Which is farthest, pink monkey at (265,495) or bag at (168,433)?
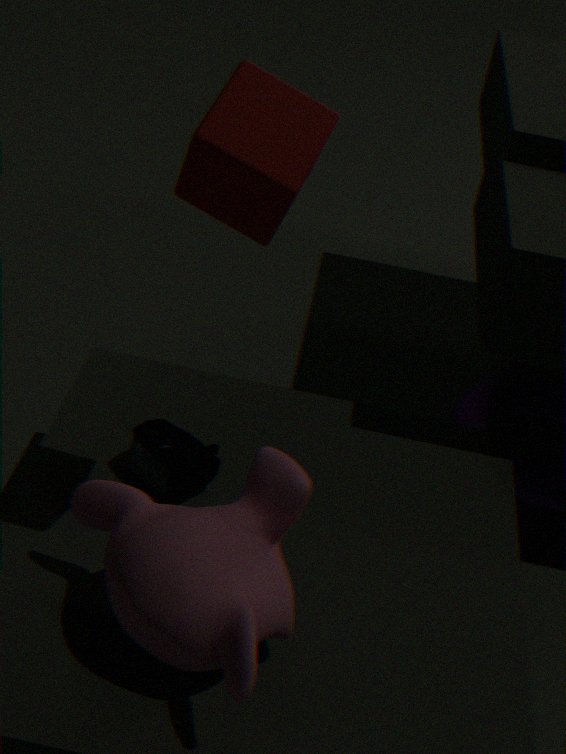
bag at (168,433)
